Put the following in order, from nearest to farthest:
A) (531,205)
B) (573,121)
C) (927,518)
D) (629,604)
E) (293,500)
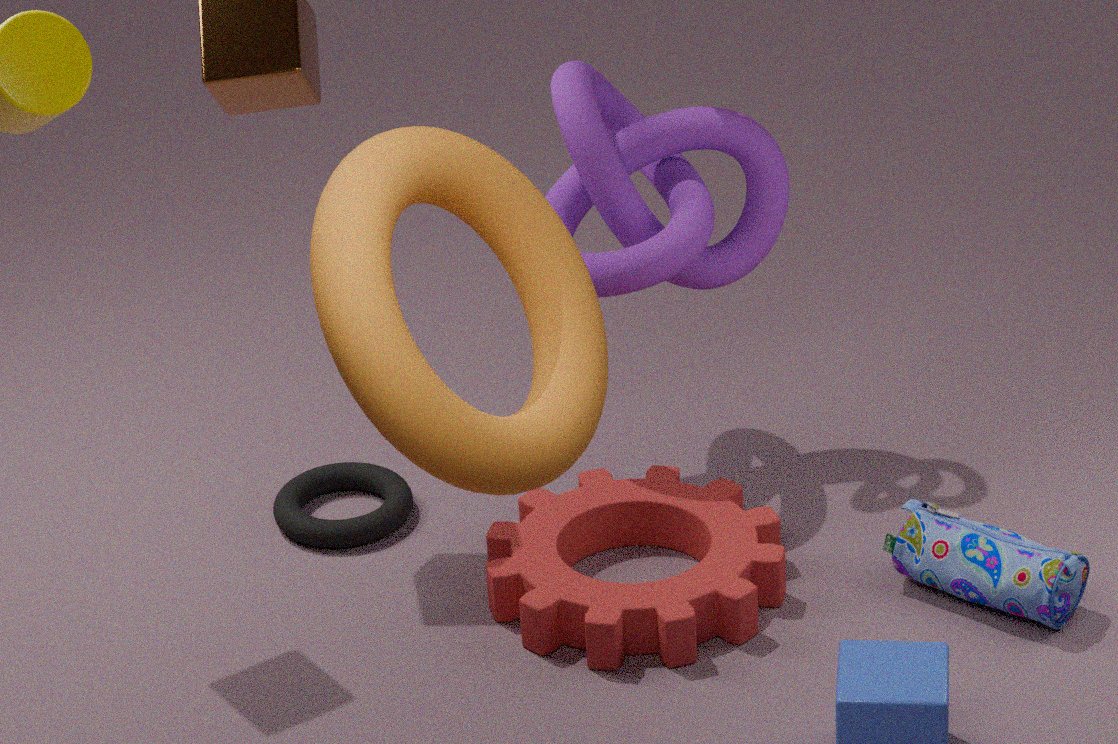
(531,205), (629,604), (927,518), (573,121), (293,500)
